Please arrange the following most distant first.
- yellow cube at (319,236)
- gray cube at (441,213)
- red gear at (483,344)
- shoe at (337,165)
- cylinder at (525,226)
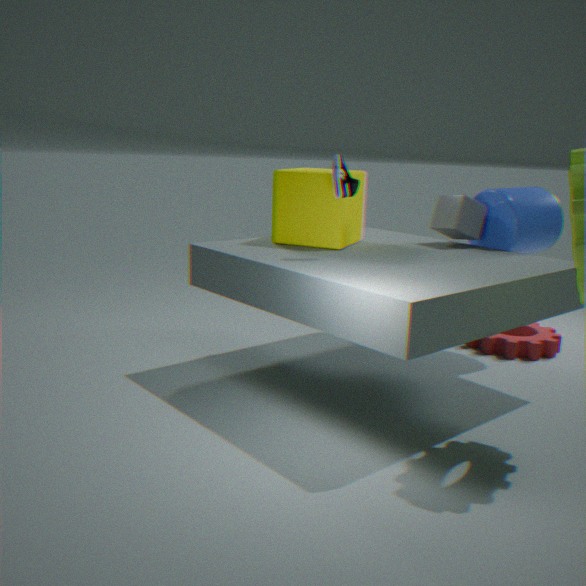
red gear at (483,344), cylinder at (525,226), gray cube at (441,213), yellow cube at (319,236), shoe at (337,165)
